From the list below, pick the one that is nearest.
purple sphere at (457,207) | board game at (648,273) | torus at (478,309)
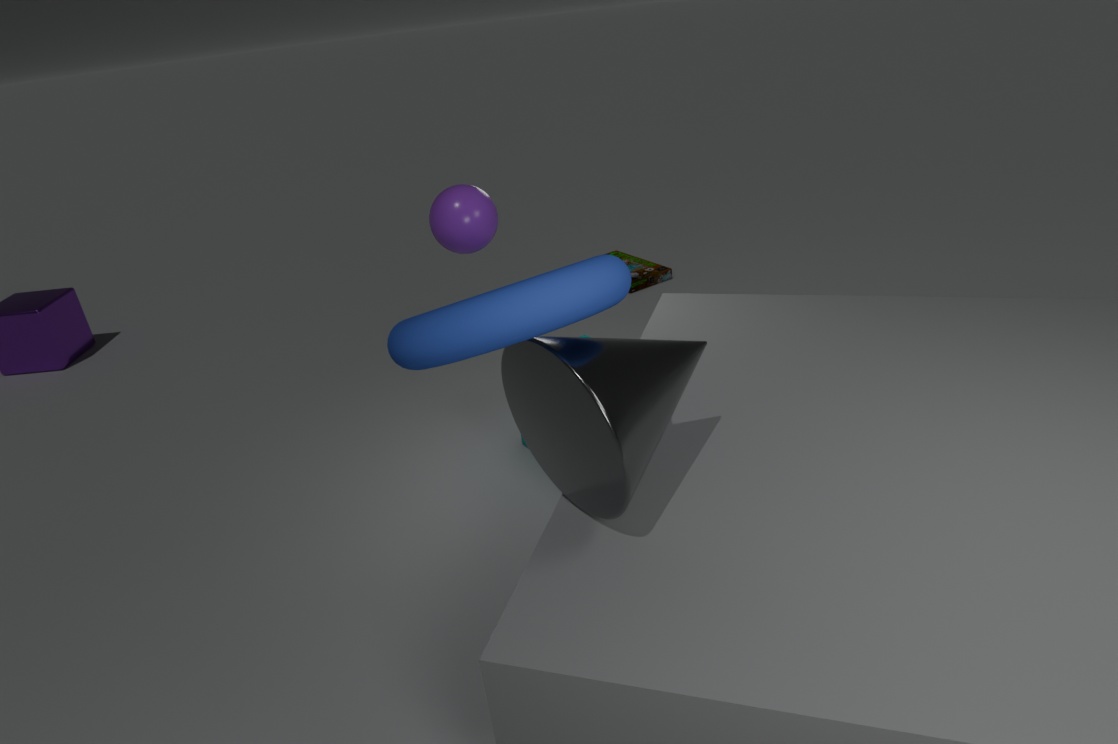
torus at (478,309)
